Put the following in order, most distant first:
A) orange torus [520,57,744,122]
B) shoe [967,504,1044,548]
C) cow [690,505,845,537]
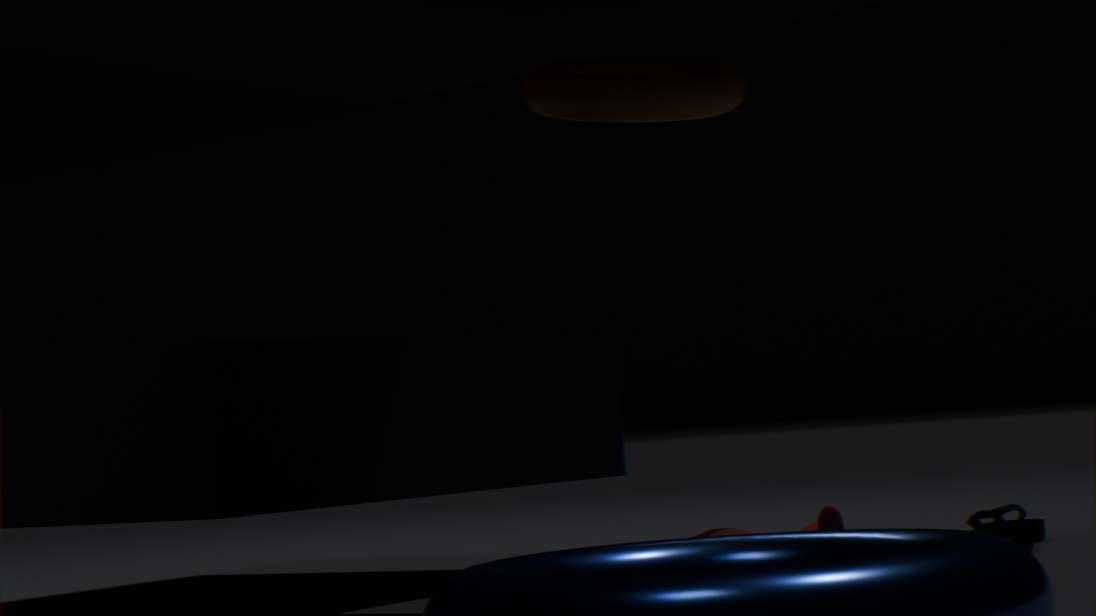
B. shoe [967,504,1044,548] < A. orange torus [520,57,744,122] < C. cow [690,505,845,537]
